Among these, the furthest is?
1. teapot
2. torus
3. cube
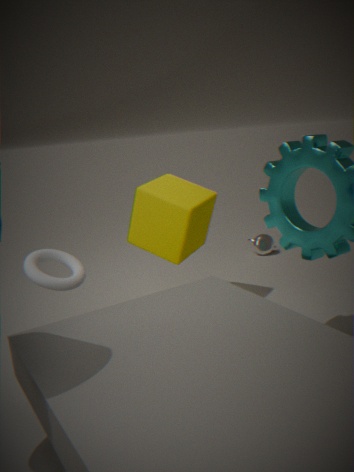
teapot
